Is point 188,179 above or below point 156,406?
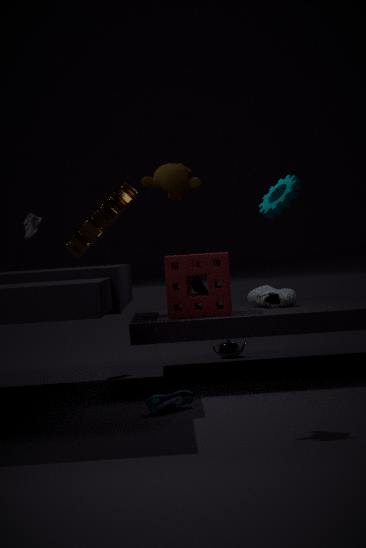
above
